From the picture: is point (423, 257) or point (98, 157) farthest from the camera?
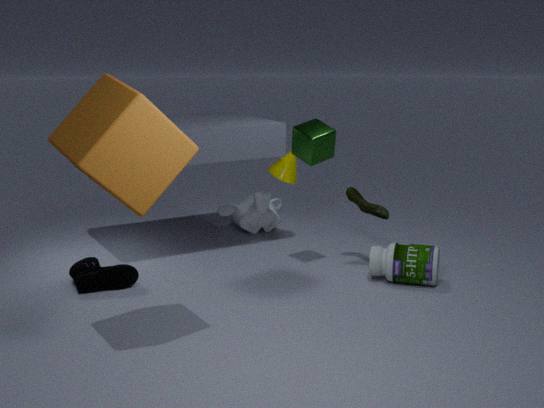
point (423, 257)
